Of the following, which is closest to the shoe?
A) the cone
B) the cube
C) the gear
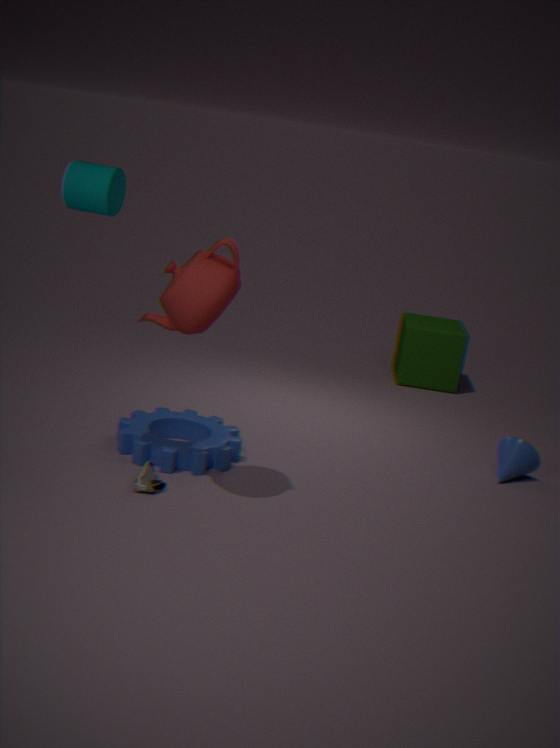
the gear
